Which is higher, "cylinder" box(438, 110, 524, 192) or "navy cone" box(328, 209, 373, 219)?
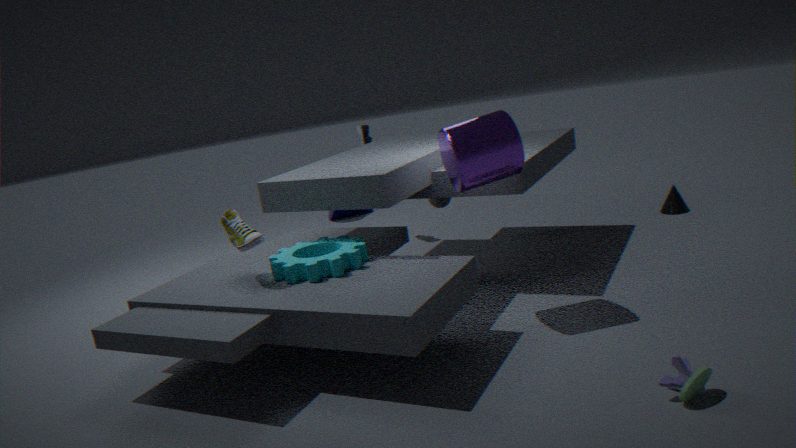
"cylinder" box(438, 110, 524, 192)
